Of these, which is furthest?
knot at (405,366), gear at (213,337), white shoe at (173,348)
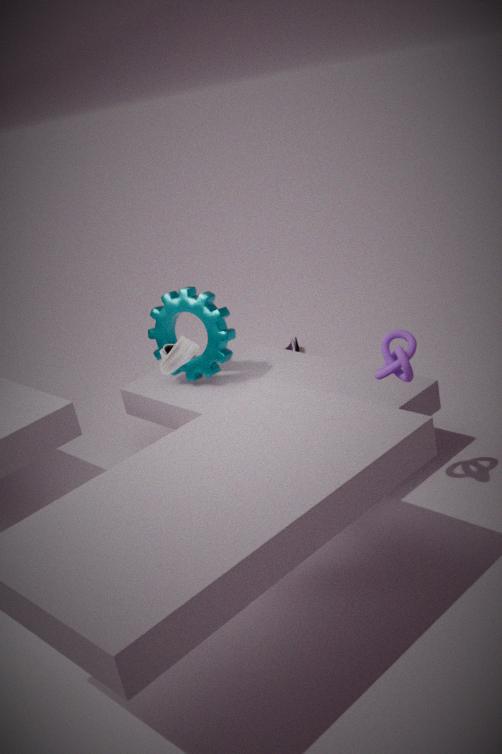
gear at (213,337)
